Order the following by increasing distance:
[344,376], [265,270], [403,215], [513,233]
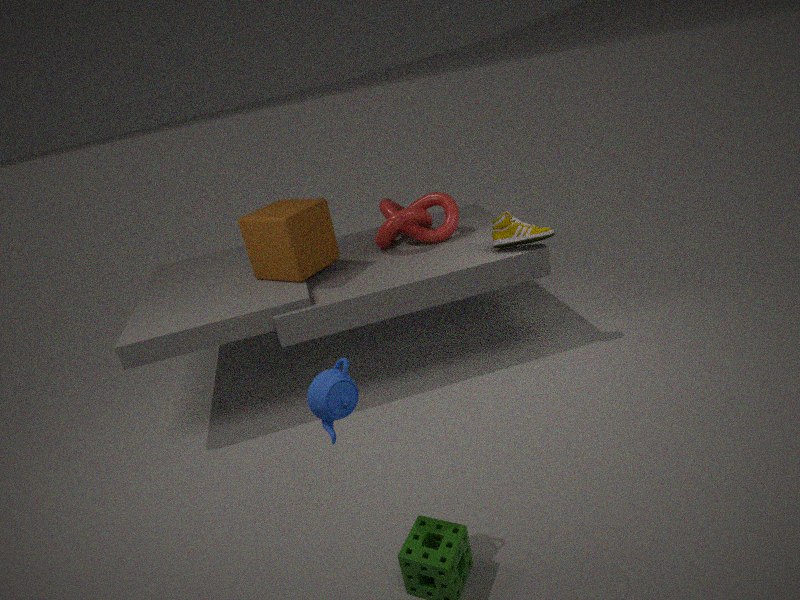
[344,376] → [513,233] → [265,270] → [403,215]
